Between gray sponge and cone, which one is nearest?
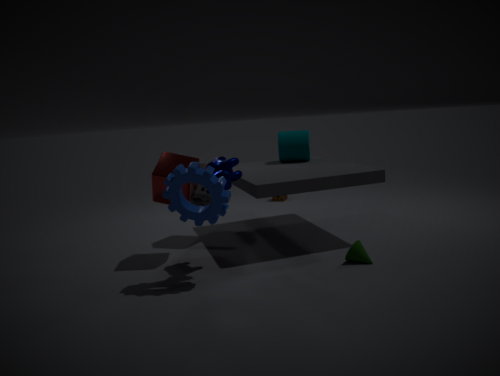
cone
